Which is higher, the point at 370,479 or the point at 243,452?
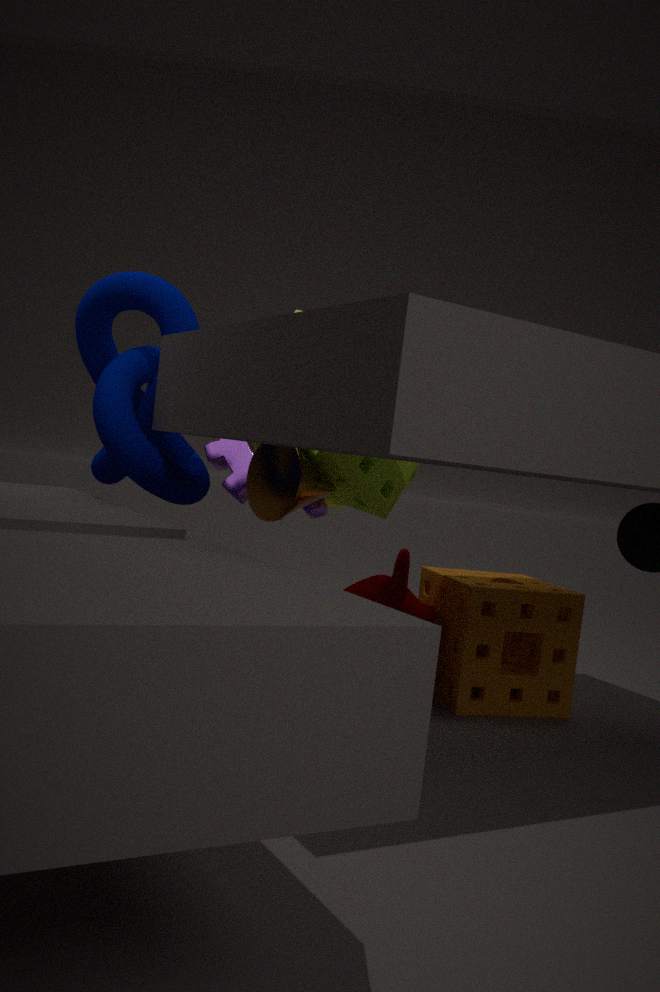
the point at 370,479
